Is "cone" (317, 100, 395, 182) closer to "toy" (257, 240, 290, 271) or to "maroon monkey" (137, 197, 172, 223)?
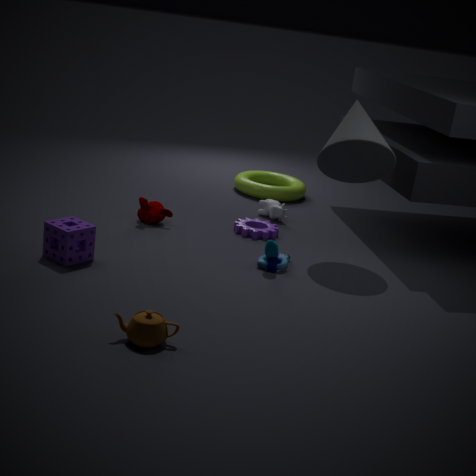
"toy" (257, 240, 290, 271)
